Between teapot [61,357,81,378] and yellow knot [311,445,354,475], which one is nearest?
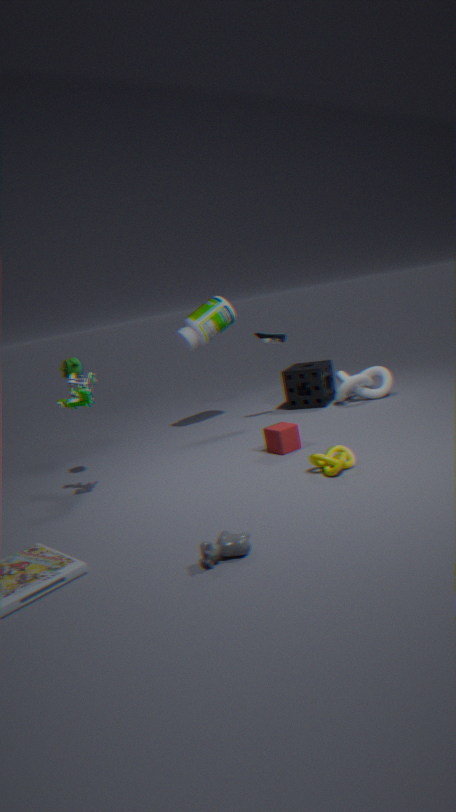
yellow knot [311,445,354,475]
